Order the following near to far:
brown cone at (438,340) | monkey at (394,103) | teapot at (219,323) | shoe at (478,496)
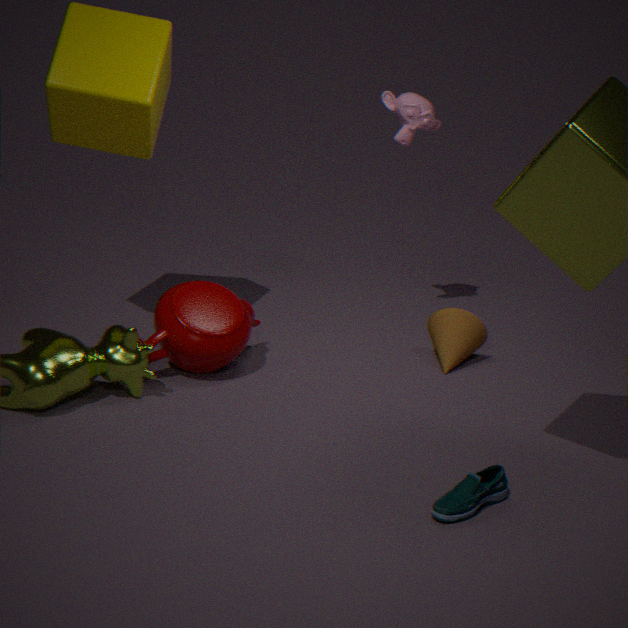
shoe at (478,496)
teapot at (219,323)
brown cone at (438,340)
monkey at (394,103)
